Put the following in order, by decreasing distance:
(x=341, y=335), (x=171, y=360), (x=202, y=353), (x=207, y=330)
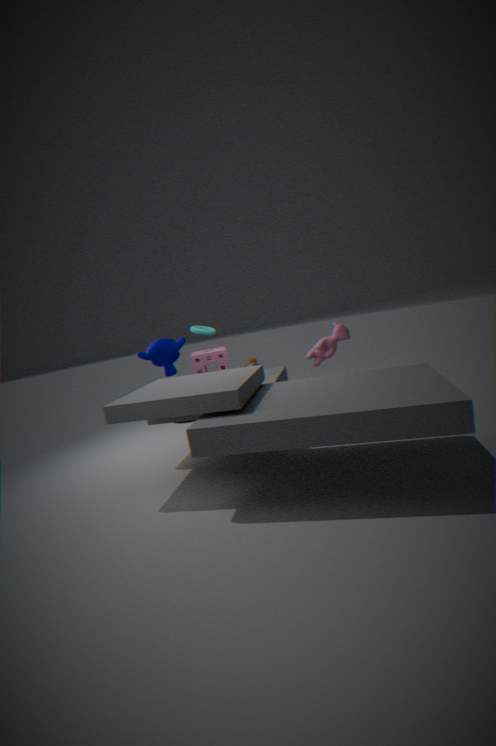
(x=171, y=360) → (x=207, y=330) → (x=341, y=335) → (x=202, y=353)
